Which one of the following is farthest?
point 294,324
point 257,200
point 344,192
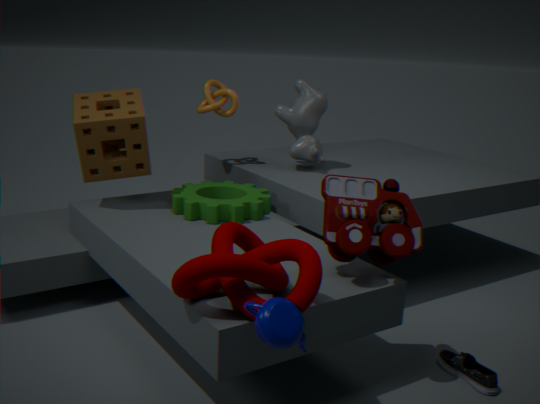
point 257,200
